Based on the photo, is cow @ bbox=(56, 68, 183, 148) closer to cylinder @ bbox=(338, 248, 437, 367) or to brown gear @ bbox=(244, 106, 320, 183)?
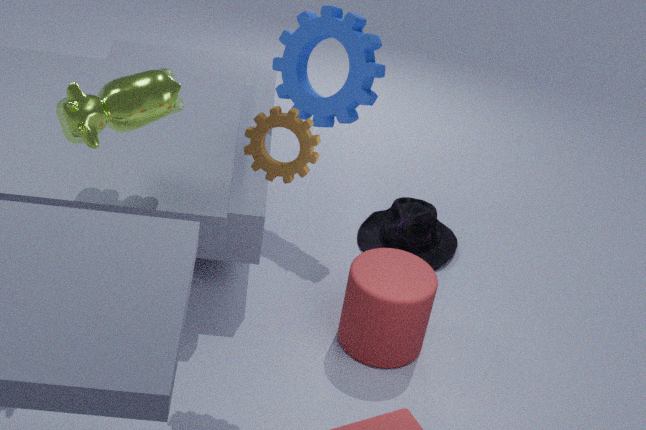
brown gear @ bbox=(244, 106, 320, 183)
